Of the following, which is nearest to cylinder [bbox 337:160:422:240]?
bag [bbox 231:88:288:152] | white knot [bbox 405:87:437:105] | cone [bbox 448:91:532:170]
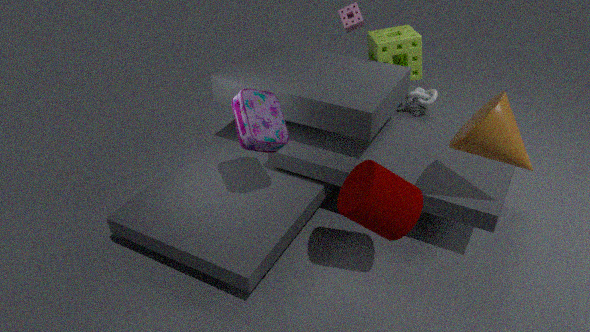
cone [bbox 448:91:532:170]
